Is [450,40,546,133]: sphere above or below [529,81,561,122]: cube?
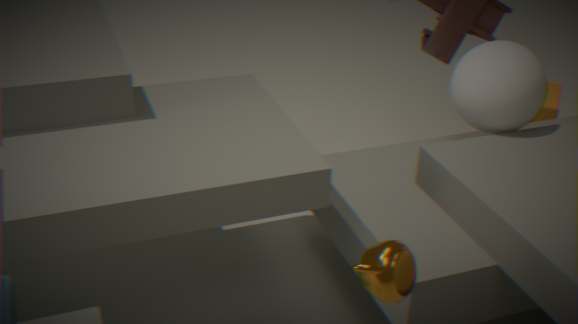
above
